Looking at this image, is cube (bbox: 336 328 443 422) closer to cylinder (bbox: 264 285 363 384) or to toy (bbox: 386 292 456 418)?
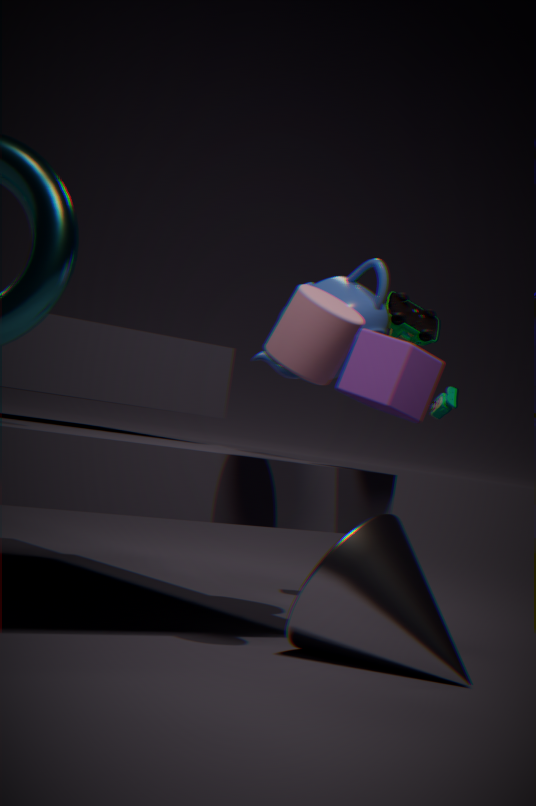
cylinder (bbox: 264 285 363 384)
